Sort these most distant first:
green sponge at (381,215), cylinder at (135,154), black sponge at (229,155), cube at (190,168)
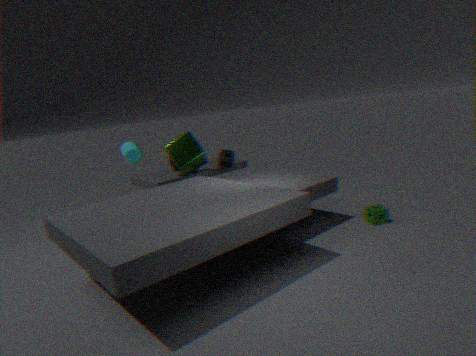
black sponge at (229,155)
cube at (190,168)
green sponge at (381,215)
cylinder at (135,154)
